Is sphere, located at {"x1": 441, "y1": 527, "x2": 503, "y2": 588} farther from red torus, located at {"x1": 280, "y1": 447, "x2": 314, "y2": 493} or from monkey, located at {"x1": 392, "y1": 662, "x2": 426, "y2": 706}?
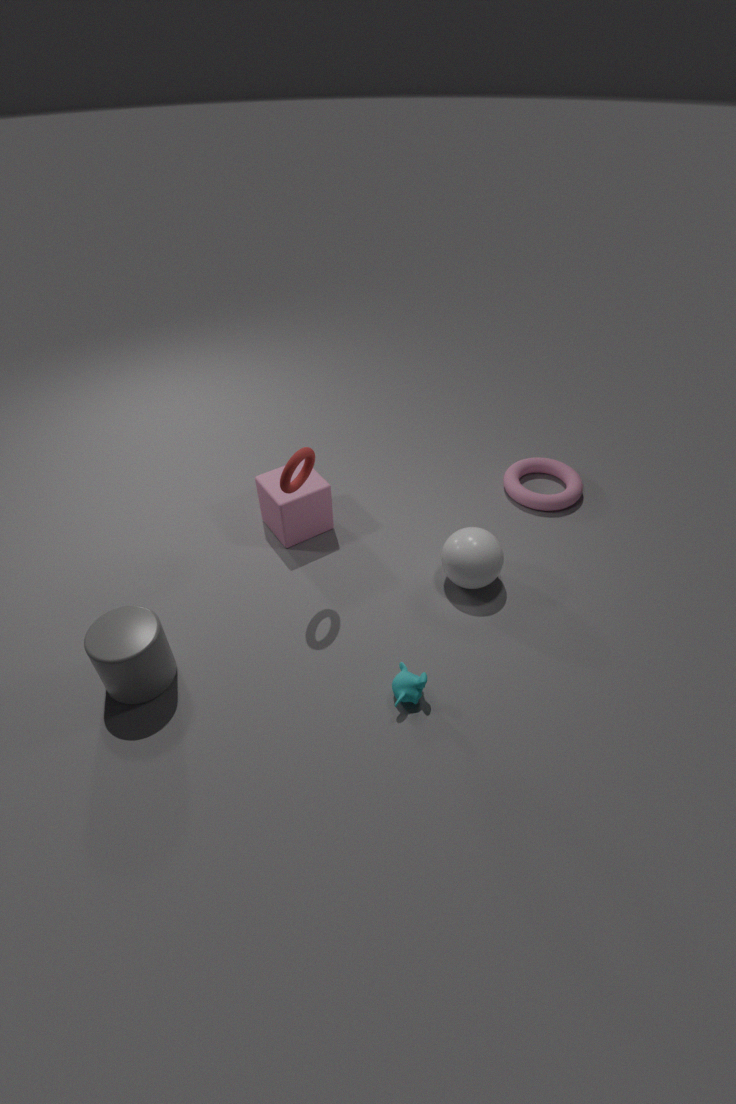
red torus, located at {"x1": 280, "y1": 447, "x2": 314, "y2": 493}
